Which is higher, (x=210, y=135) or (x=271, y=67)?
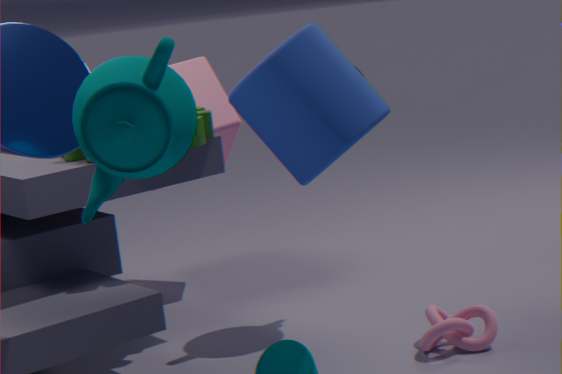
(x=271, y=67)
